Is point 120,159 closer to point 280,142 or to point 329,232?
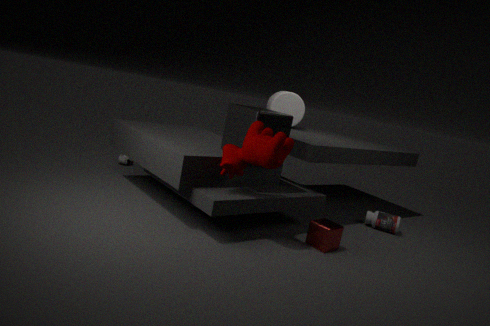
point 280,142
